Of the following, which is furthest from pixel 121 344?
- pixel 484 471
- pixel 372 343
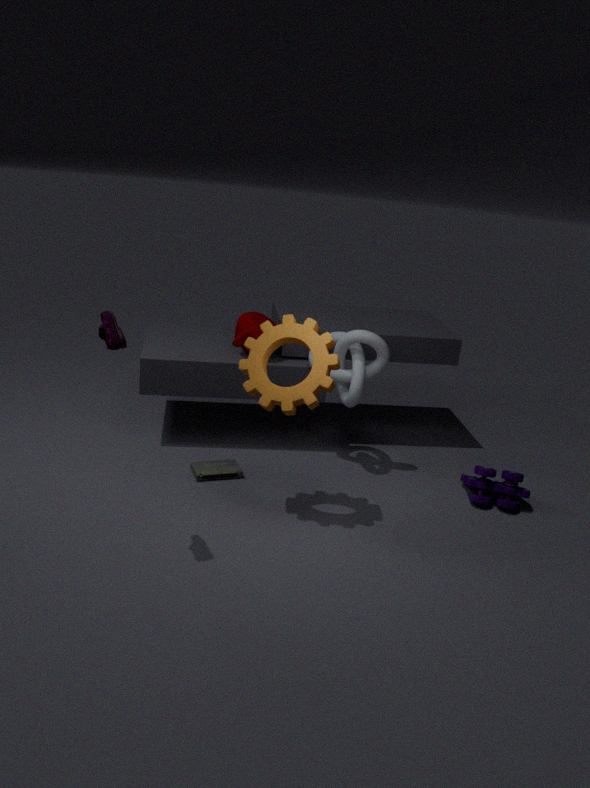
pixel 484 471
